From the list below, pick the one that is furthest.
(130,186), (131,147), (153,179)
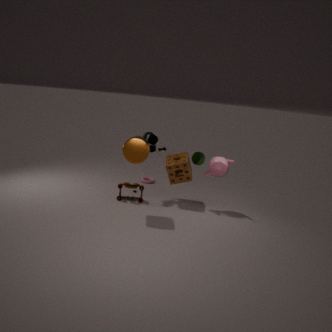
(153,179)
